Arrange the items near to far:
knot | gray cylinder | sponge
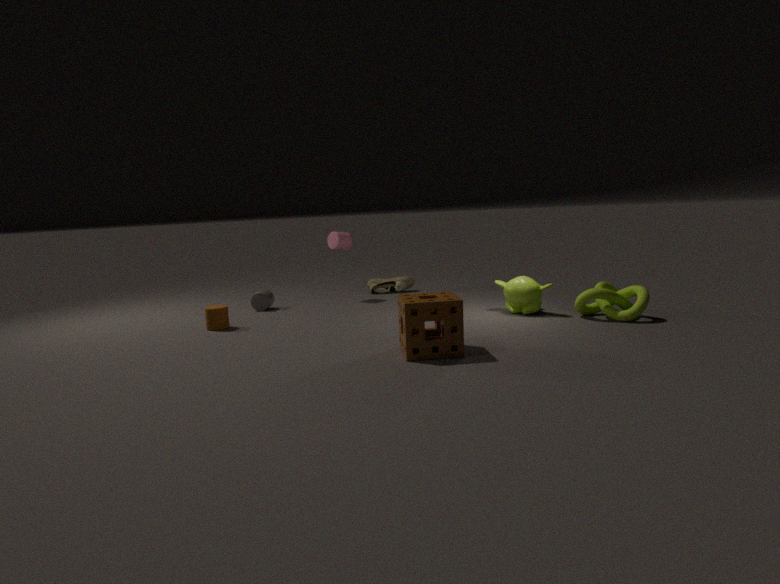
sponge < knot < gray cylinder
